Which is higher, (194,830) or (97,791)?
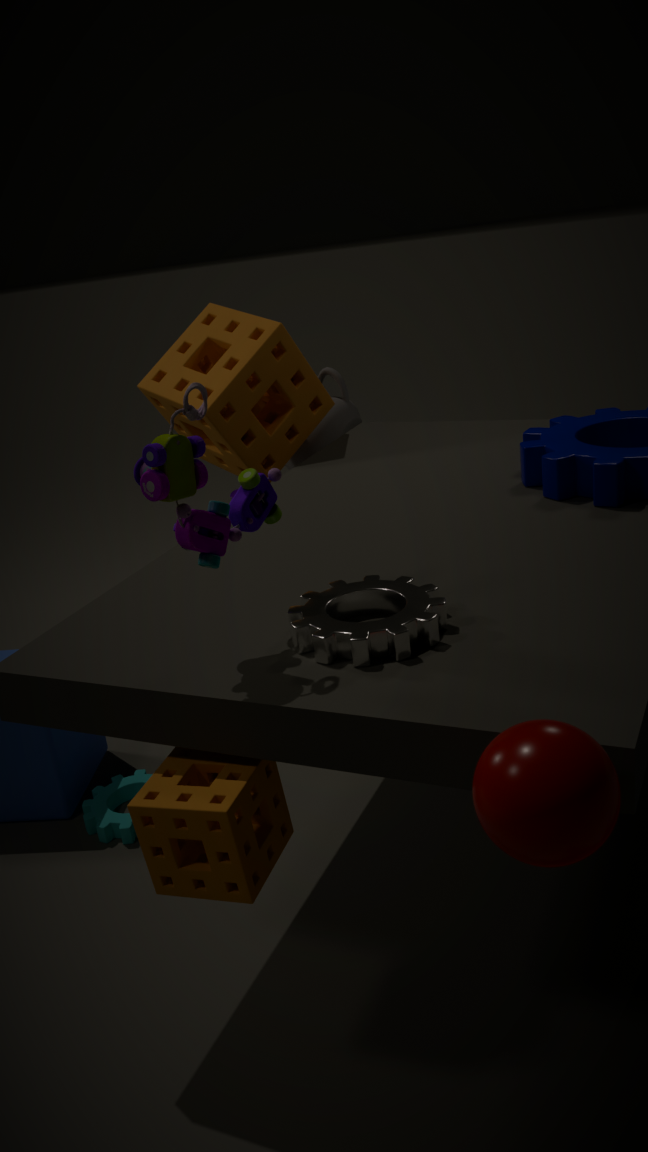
(194,830)
